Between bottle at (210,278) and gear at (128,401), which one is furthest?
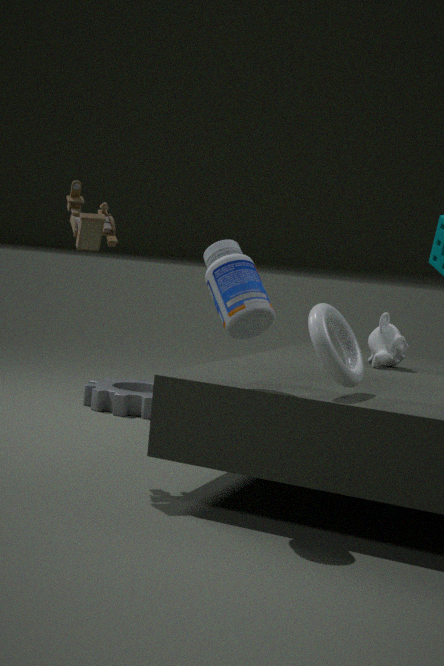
gear at (128,401)
